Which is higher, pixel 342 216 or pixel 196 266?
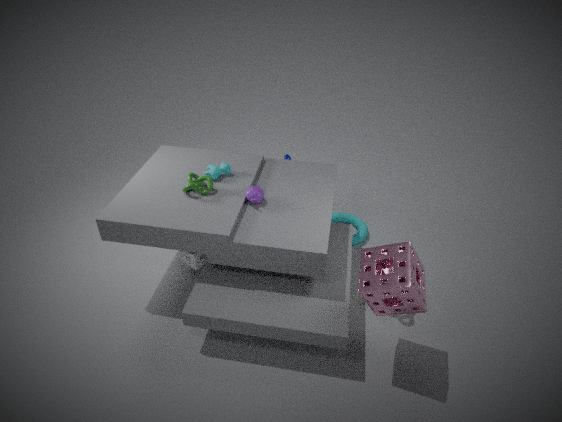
pixel 196 266
